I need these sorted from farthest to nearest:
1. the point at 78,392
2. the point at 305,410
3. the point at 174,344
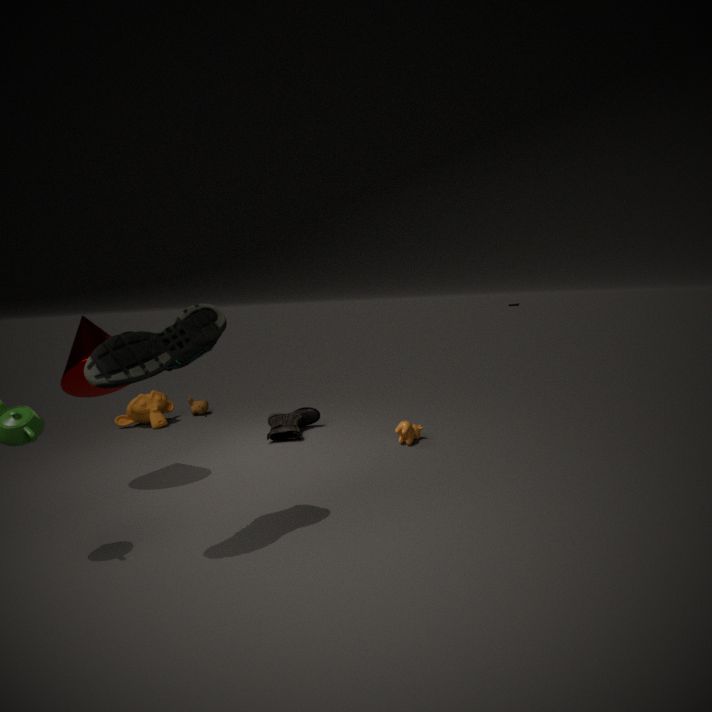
the point at 305,410 < the point at 78,392 < the point at 174,344
